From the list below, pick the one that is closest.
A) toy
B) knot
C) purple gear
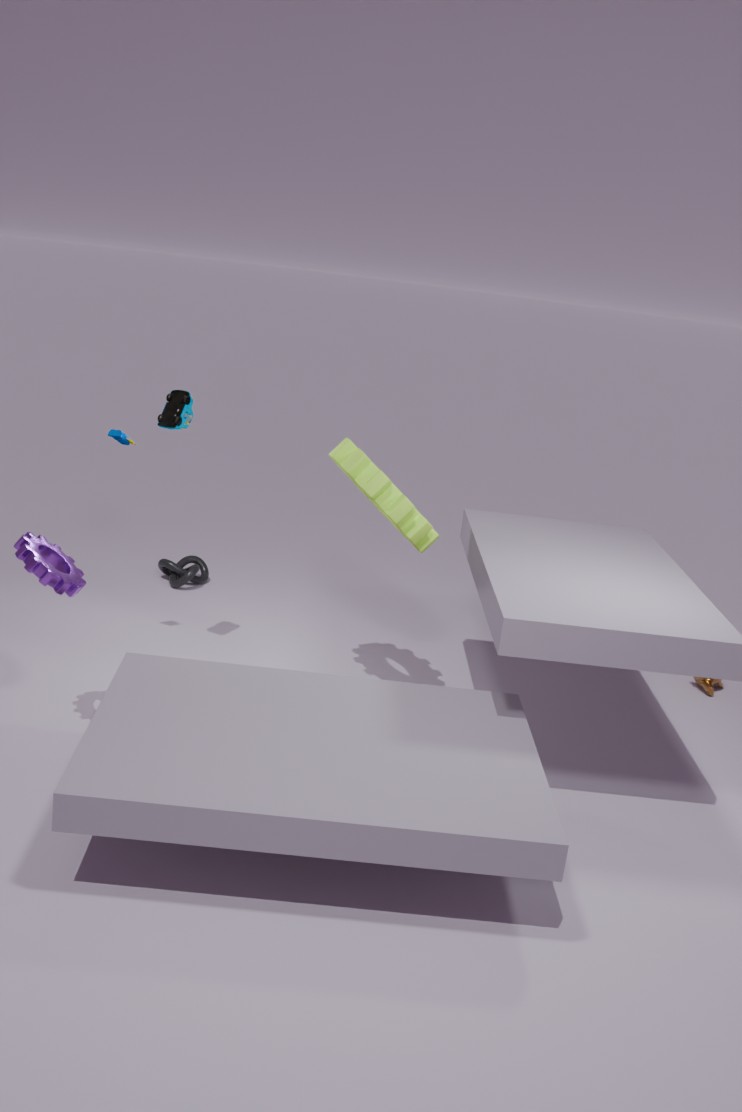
purple gear
